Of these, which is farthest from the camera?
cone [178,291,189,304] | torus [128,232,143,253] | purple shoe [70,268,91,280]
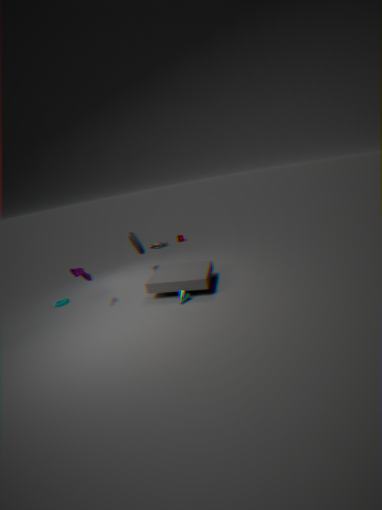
torus [128,232,143,253]
